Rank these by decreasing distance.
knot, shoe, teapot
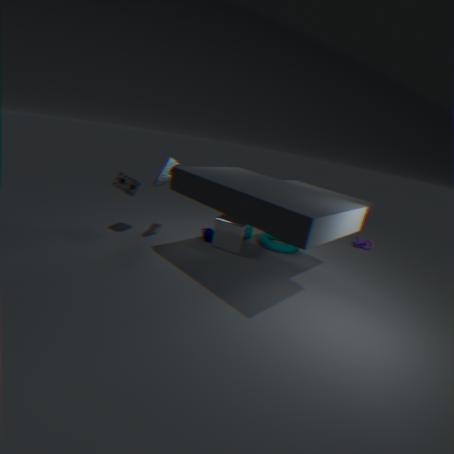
1. knot
2. teapot
3. shoe
